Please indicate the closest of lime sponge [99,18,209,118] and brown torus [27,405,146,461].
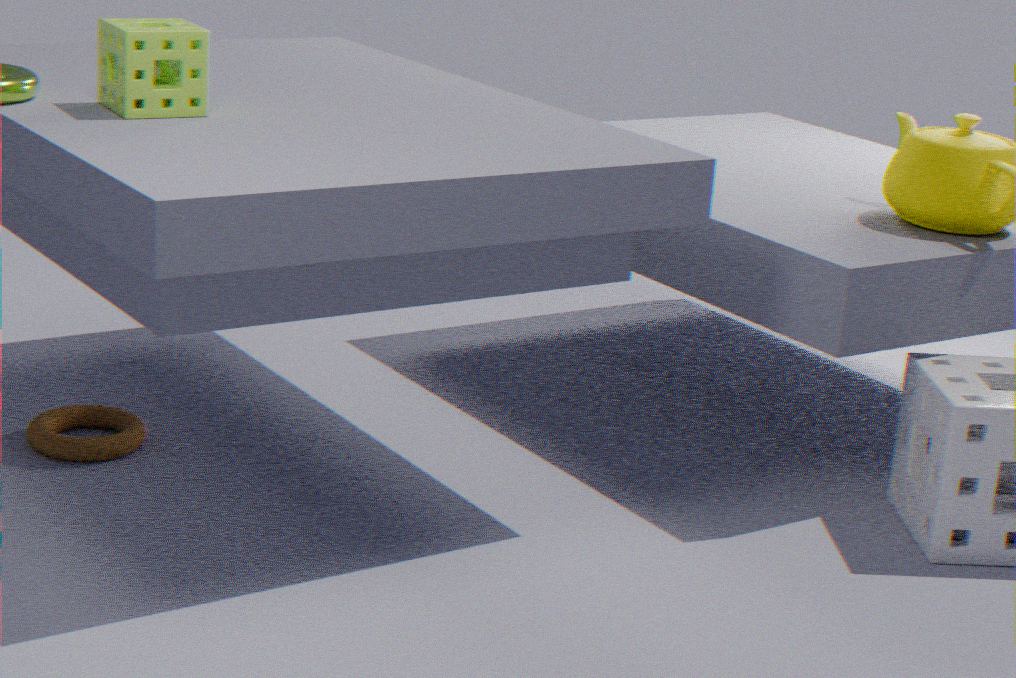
lime sponge [99,18,209,118]
